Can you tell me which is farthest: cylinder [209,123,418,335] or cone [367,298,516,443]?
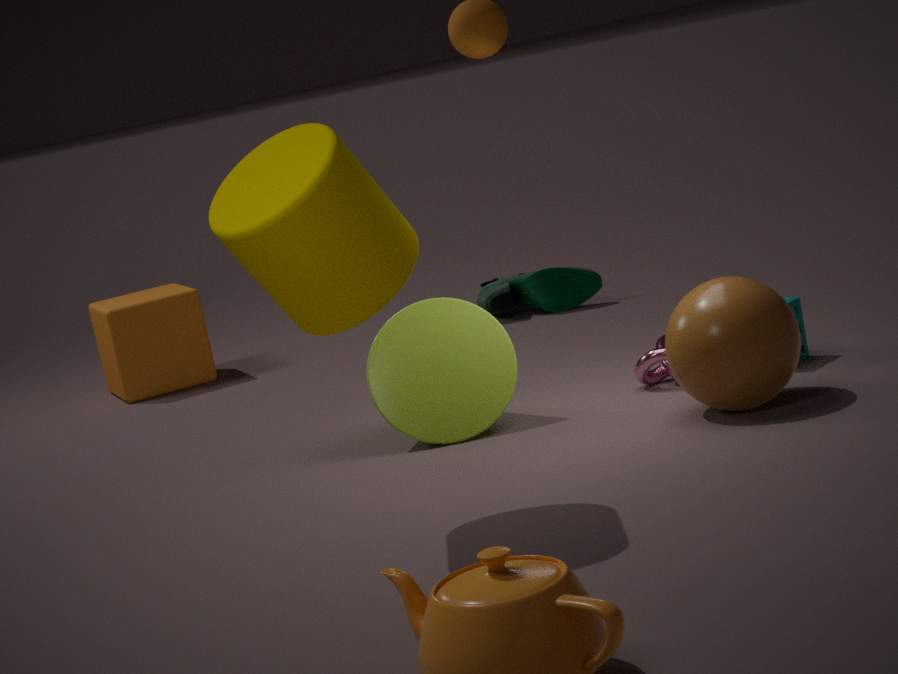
cone [367,298,516,443]
